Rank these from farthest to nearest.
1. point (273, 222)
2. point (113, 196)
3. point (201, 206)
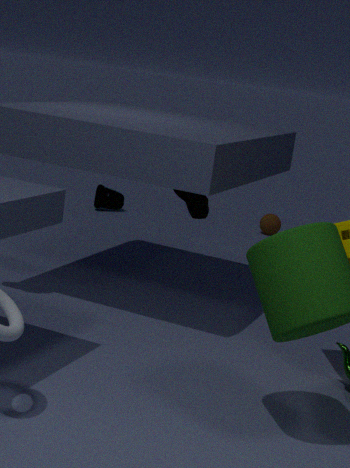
point (113, 196), point (273, 222), point (201, 206)
